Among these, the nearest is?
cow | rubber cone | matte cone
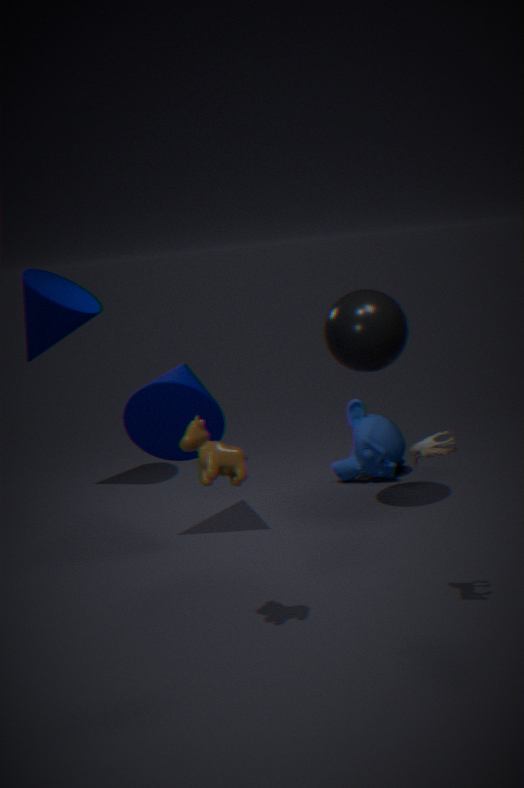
cow
